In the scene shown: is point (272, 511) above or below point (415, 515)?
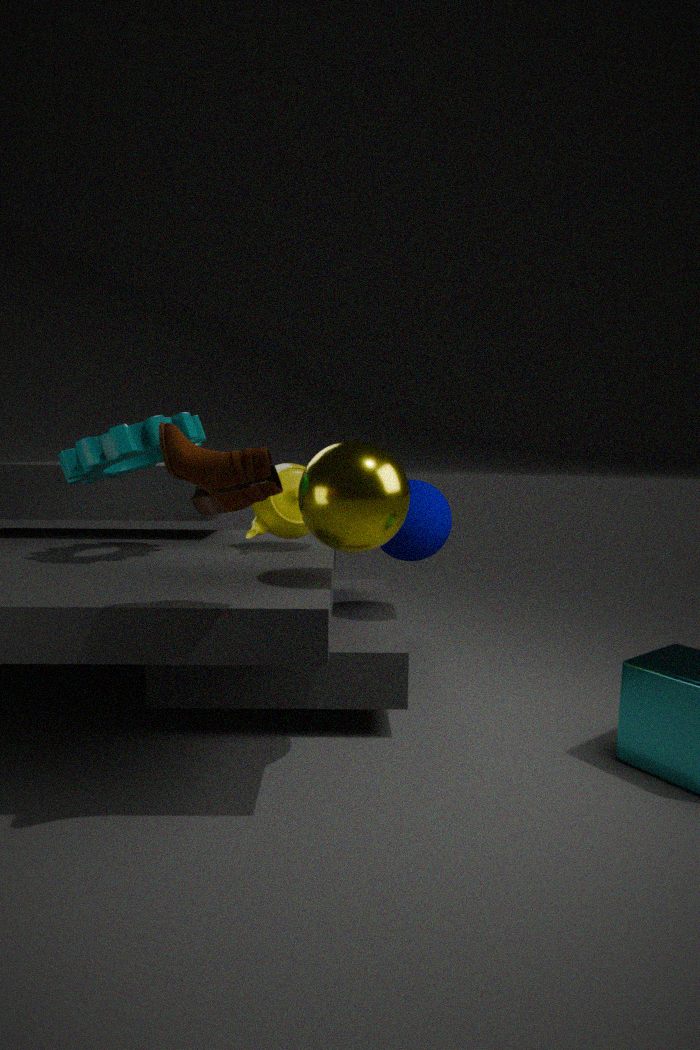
above
